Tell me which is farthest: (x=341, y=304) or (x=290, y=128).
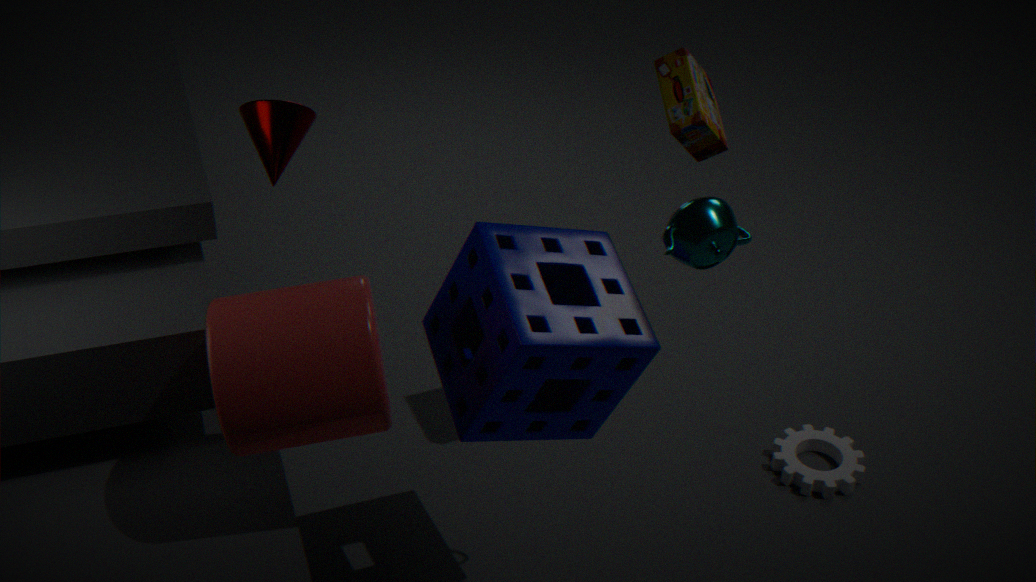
(x=290, y=128)
